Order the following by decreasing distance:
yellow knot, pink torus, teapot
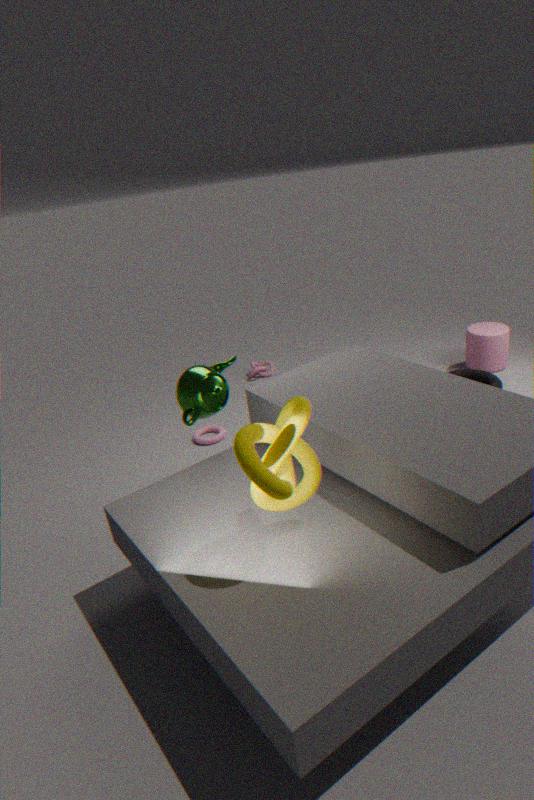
pink torus
teapot
yellow knot
